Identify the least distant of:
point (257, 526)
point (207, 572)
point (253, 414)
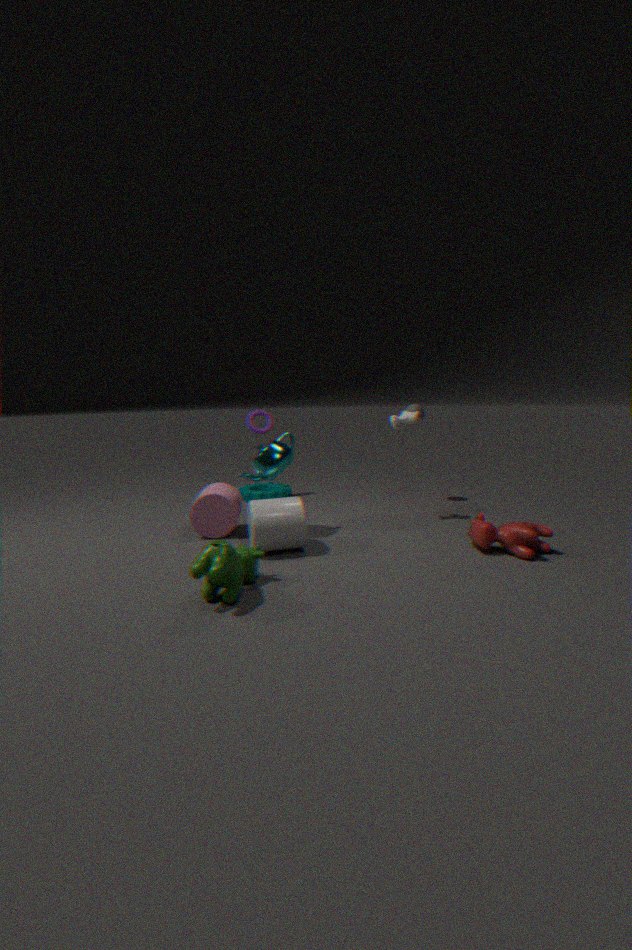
point (207, 572)
